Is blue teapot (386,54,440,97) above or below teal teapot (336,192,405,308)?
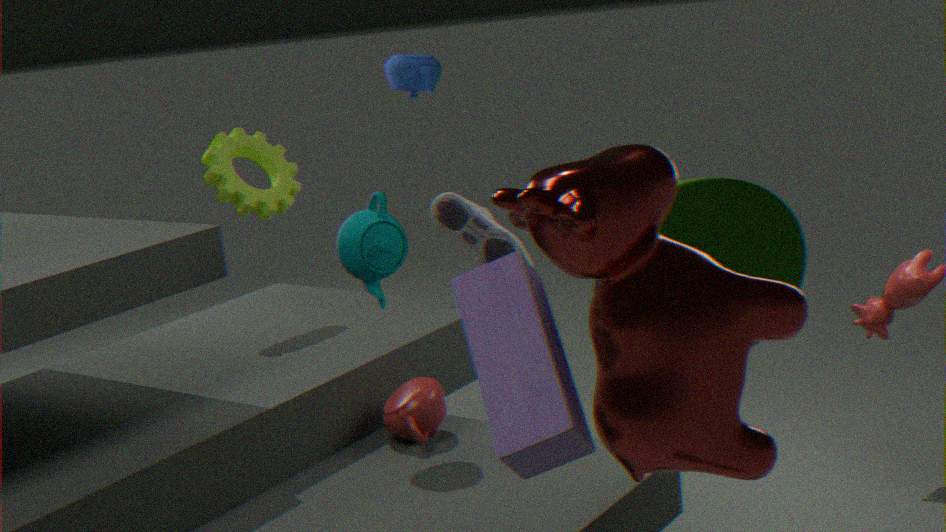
above
